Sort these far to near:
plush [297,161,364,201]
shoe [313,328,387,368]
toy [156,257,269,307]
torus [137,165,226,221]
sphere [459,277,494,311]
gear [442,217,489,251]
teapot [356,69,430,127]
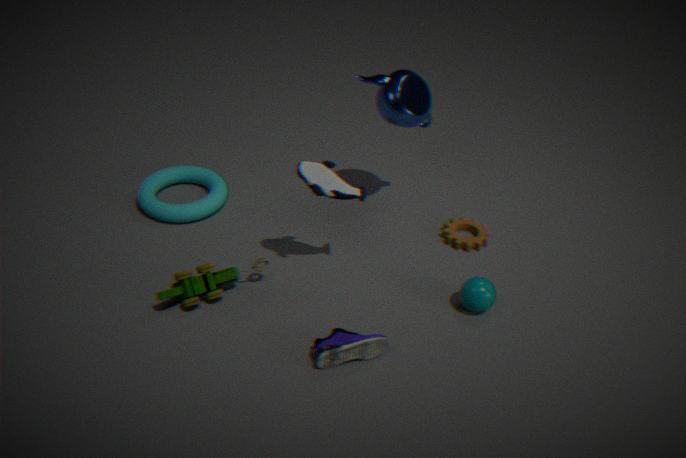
torus [137,165,226,221] < gear [442,217,489,251] < teapot [356,69,430,127] < sphere [459,277,494,311] < toy [156,257,269,307] < plush [297,161,364,201] < shoe [313,328,387,368]
